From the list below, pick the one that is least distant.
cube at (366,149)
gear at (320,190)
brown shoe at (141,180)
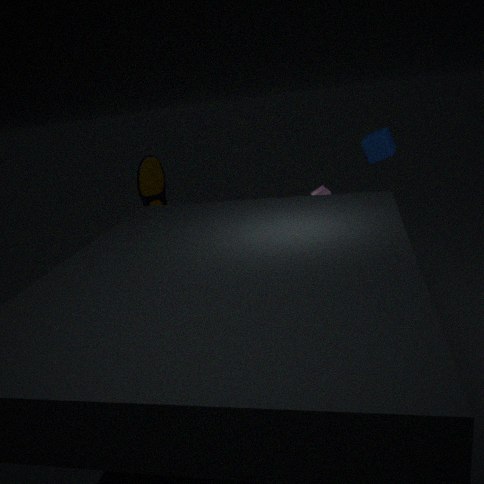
gear at (320,190)
